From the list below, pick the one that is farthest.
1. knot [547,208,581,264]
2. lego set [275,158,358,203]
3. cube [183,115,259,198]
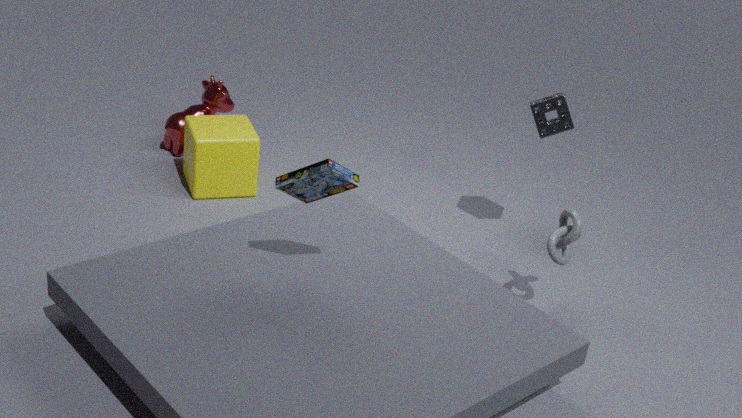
cube [183,115,259,198]
